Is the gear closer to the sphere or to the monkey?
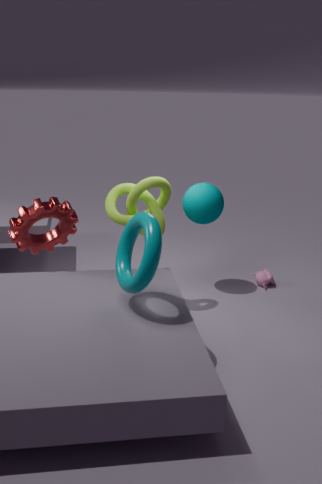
the sphere
